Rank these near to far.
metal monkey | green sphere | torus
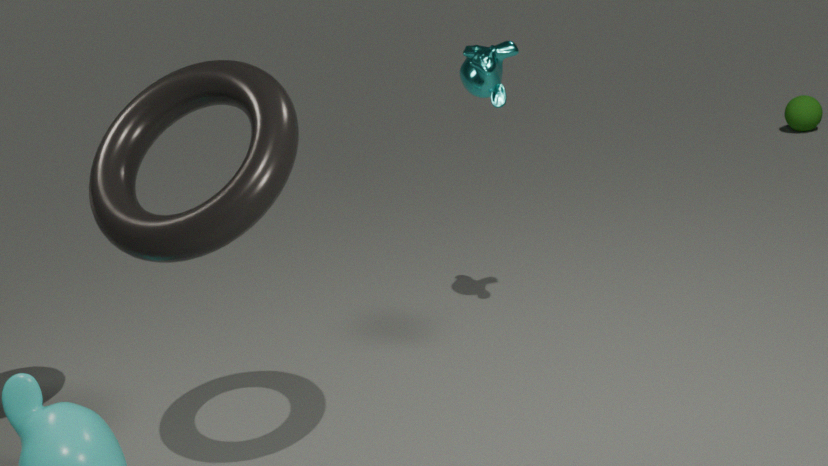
1. torus
2. metal monkey
3. green sphere
